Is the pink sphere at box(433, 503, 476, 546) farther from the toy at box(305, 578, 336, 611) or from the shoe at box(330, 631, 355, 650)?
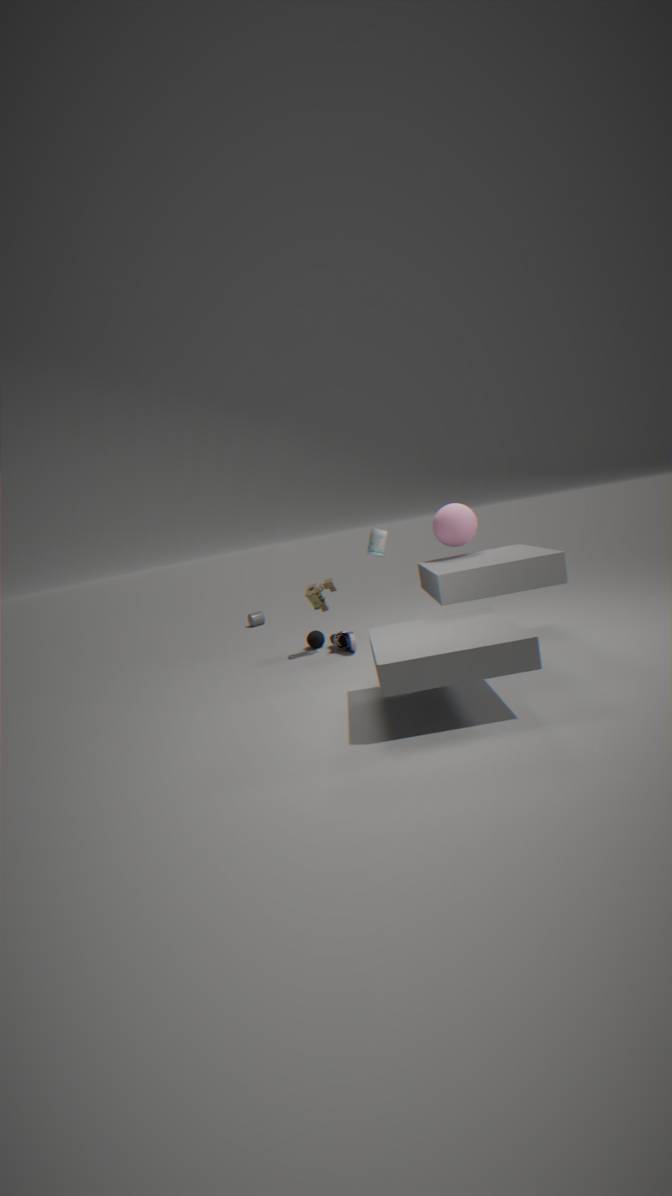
the shoe at box(330, 631, 355, 650)
